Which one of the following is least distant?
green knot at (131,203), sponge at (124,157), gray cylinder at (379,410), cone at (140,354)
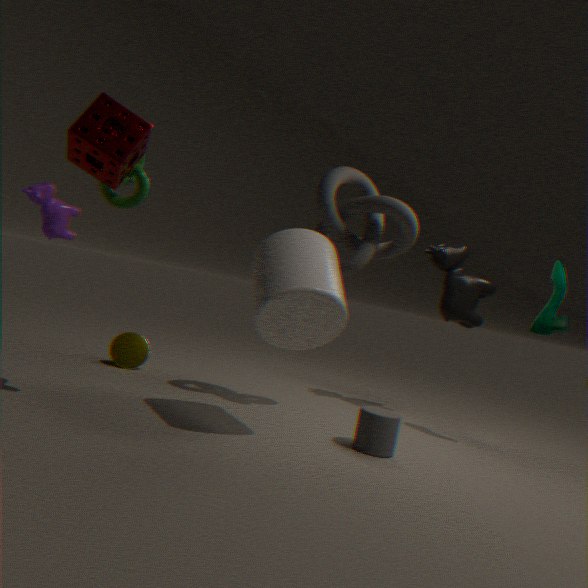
sponge at (124,157)
